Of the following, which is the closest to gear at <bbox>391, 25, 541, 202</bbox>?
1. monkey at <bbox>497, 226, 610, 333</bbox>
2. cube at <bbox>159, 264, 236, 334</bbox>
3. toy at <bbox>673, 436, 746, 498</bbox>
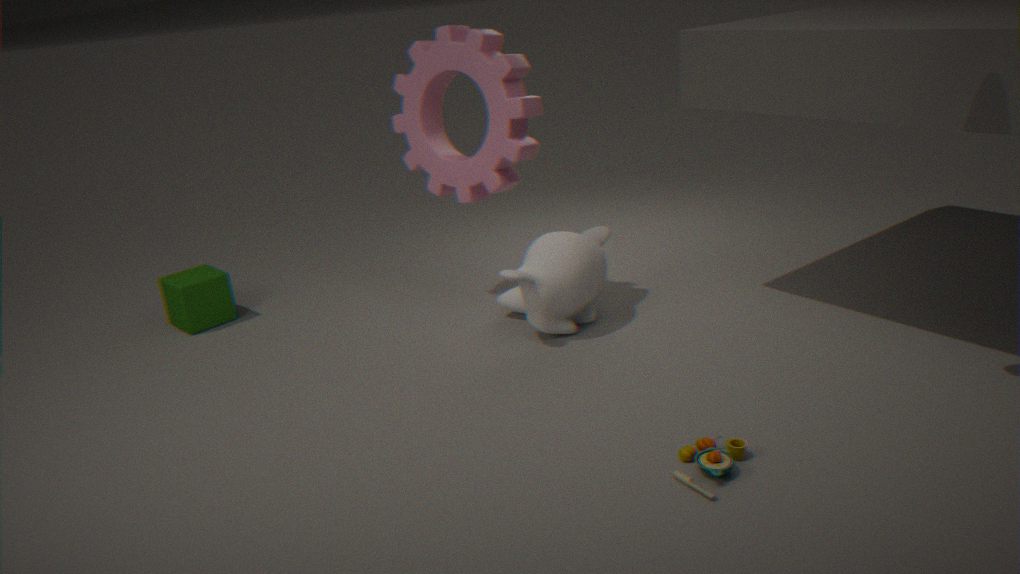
monkey at <bbox>497, 226, 610, 333</bbox>
